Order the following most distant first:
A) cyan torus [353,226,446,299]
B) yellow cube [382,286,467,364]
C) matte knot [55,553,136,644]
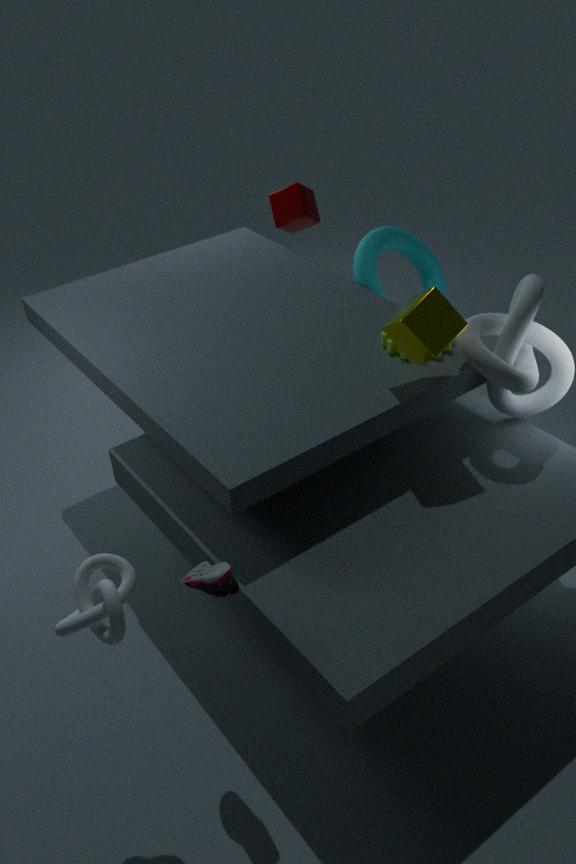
cyan torus [353,226,446,299] < yellow cube [382,286,467,364] < matte knot [55,553,136,644]
